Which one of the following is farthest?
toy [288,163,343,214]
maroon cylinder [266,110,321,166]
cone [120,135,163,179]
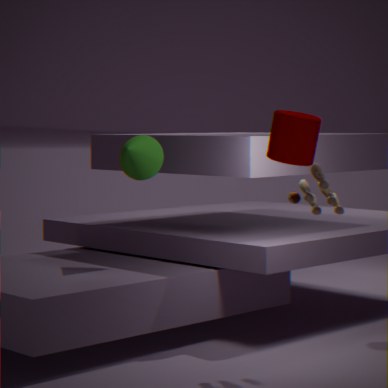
cone [120,135,163,179]
